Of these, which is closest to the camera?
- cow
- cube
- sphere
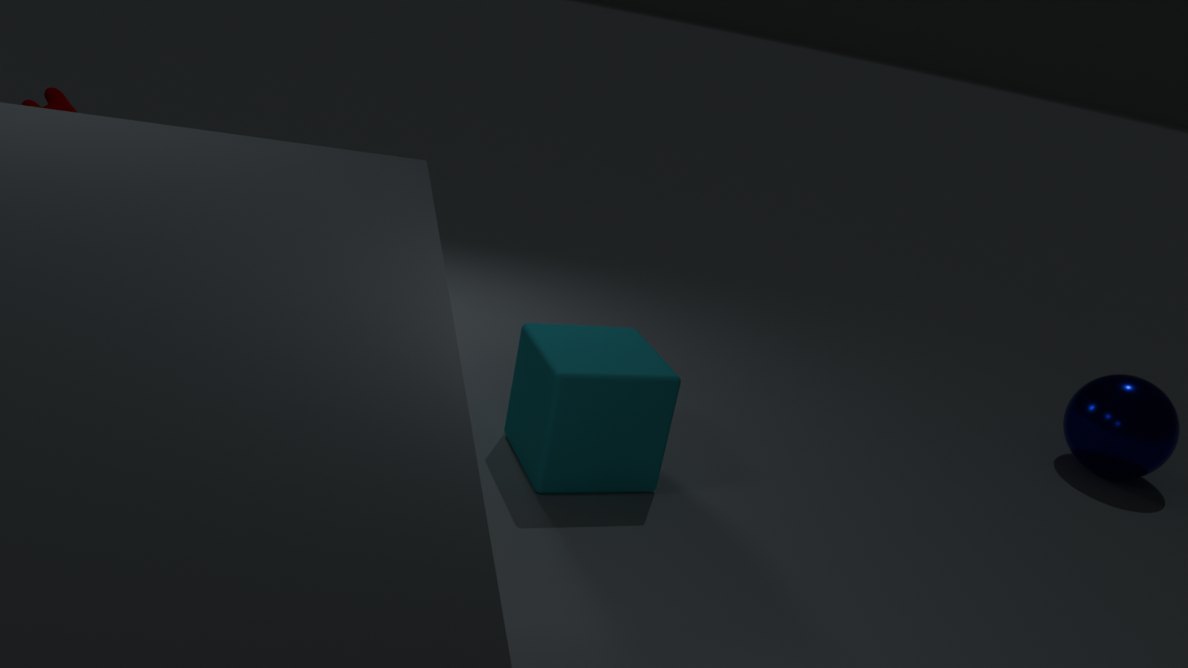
cow
